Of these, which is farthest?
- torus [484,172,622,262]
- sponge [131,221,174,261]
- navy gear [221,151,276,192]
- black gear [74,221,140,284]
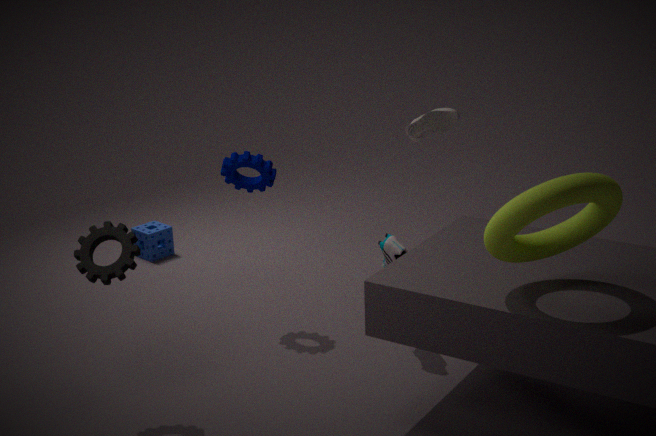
sponge [131,221,174,261]
